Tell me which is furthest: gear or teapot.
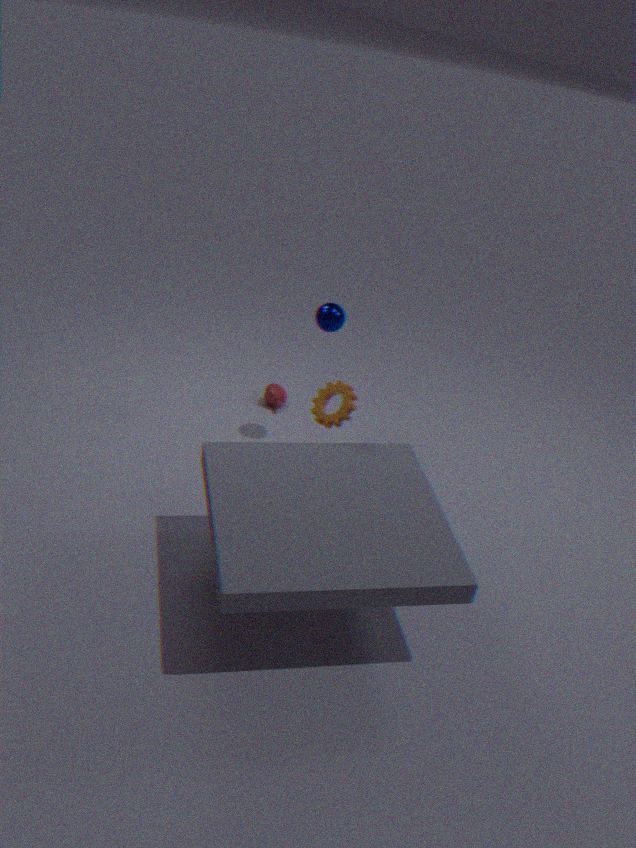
teapot
